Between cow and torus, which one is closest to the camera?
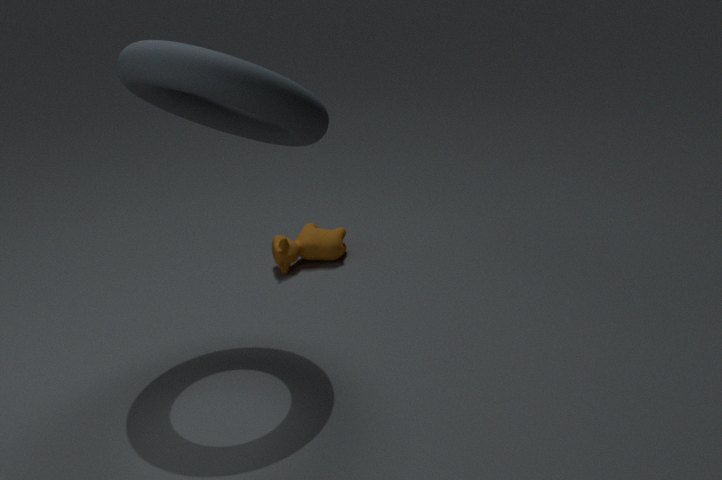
torus
